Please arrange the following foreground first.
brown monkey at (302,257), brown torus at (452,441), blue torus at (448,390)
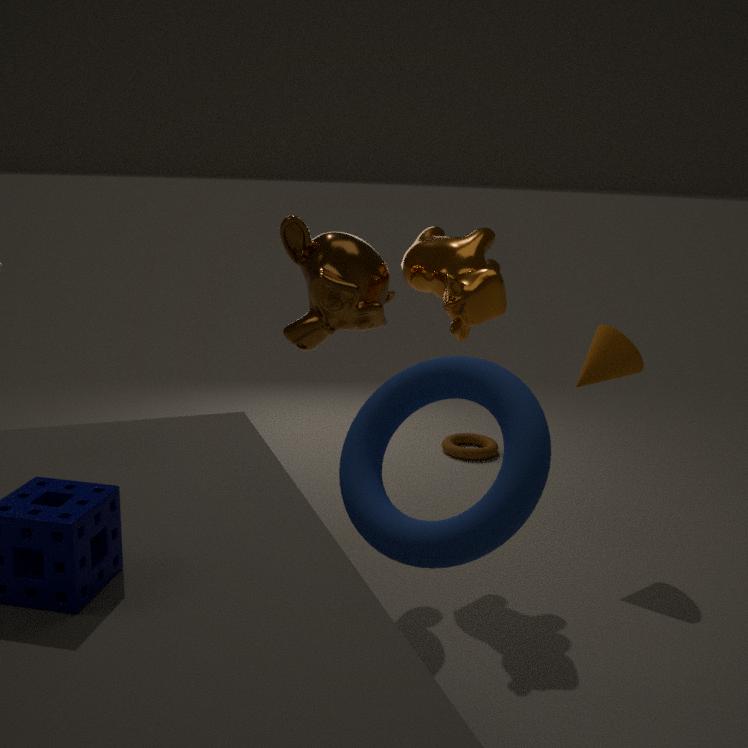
blue torus at (448,390), brown monkey at (302,257), brown torus at (452,441)
